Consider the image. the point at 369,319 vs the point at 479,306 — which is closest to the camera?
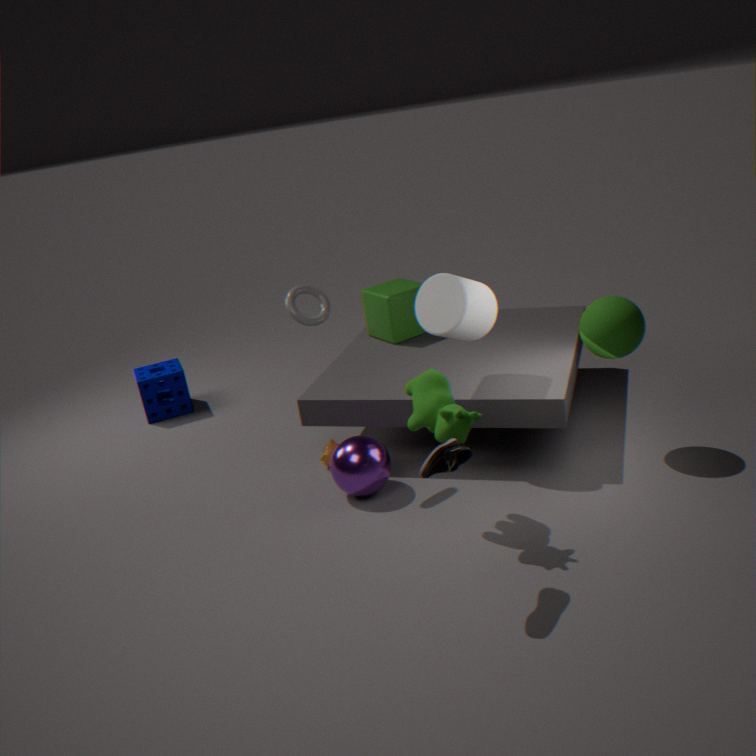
the point at 479,306
